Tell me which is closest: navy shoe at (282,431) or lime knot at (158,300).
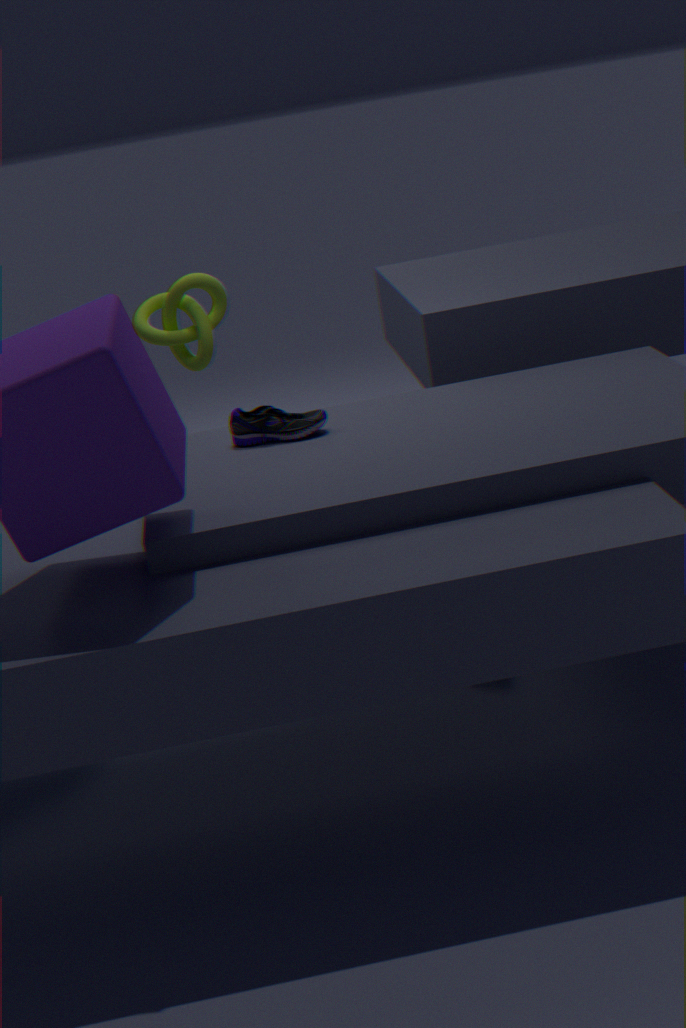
navy shoe at (282,431)
